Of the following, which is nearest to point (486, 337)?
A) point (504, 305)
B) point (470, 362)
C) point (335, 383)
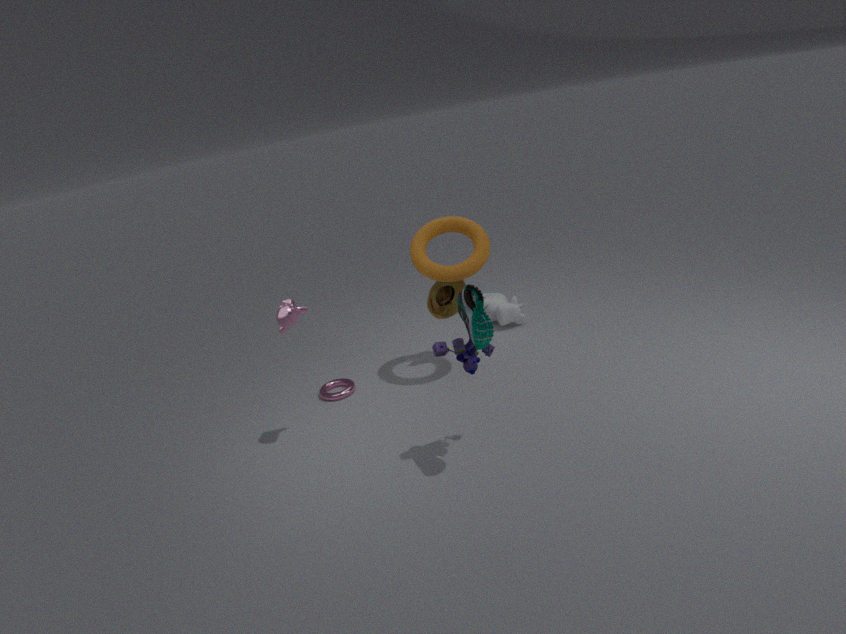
point (470, 362)
